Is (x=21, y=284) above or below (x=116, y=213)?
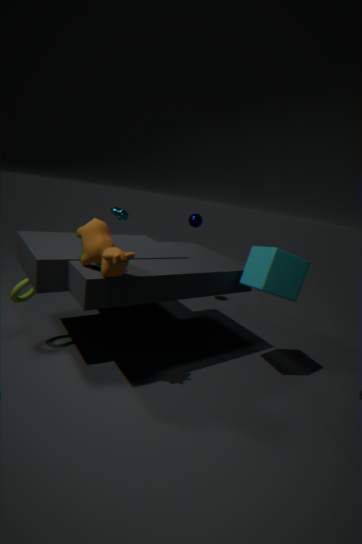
below
